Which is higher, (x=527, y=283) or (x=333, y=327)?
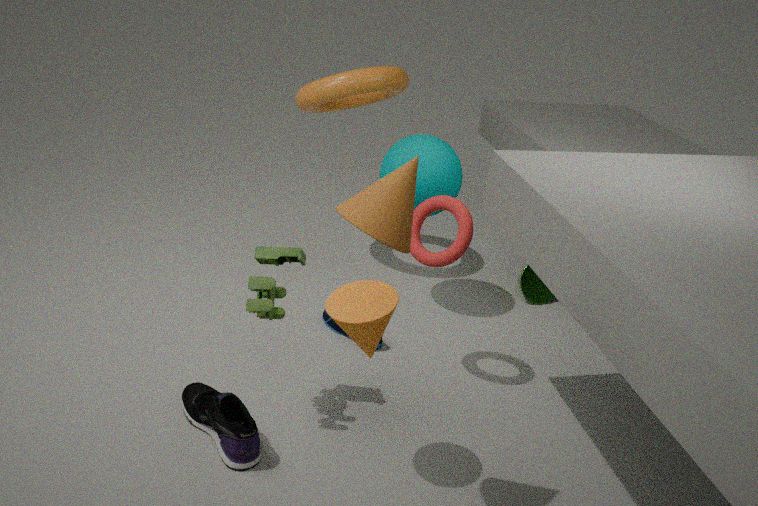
(x=527, y=283)
